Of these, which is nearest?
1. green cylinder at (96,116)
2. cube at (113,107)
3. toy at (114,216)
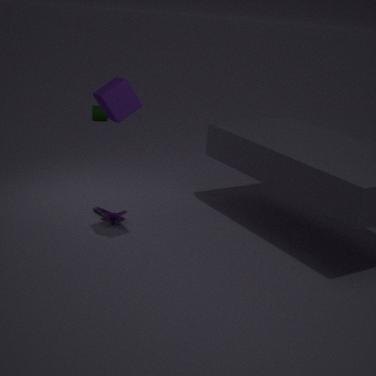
cube at (113,107)
